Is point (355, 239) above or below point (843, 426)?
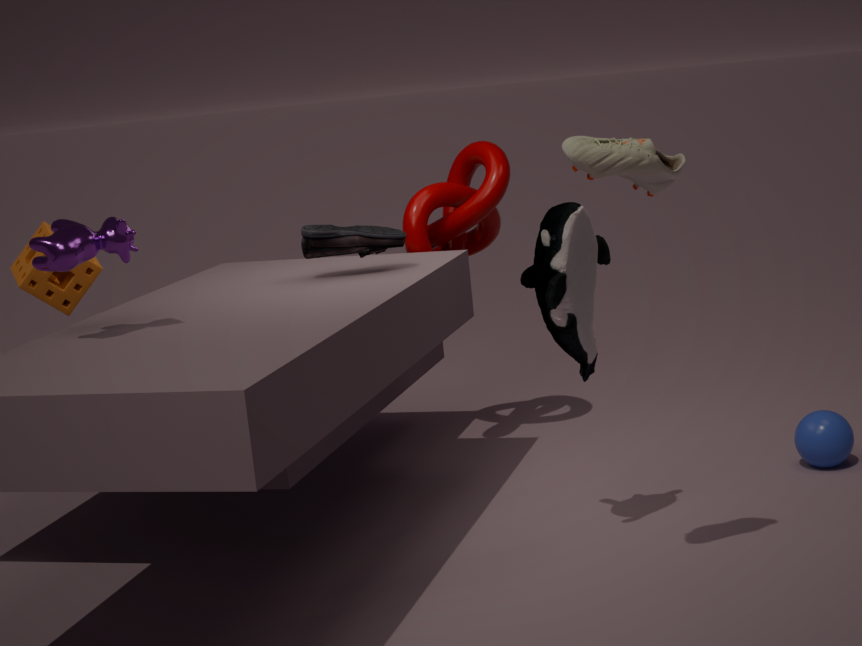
above
